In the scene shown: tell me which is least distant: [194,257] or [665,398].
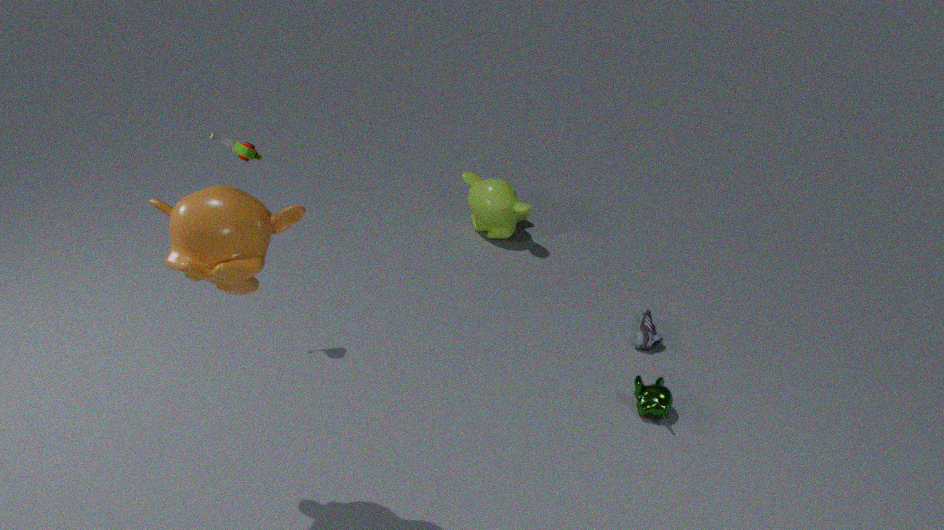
[194,257]
